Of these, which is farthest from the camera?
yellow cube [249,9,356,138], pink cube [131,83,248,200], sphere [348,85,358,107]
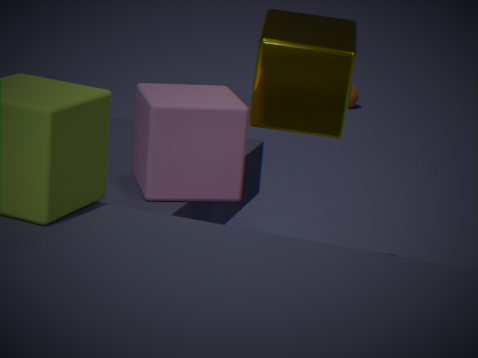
sphere [348,85,358,107]
